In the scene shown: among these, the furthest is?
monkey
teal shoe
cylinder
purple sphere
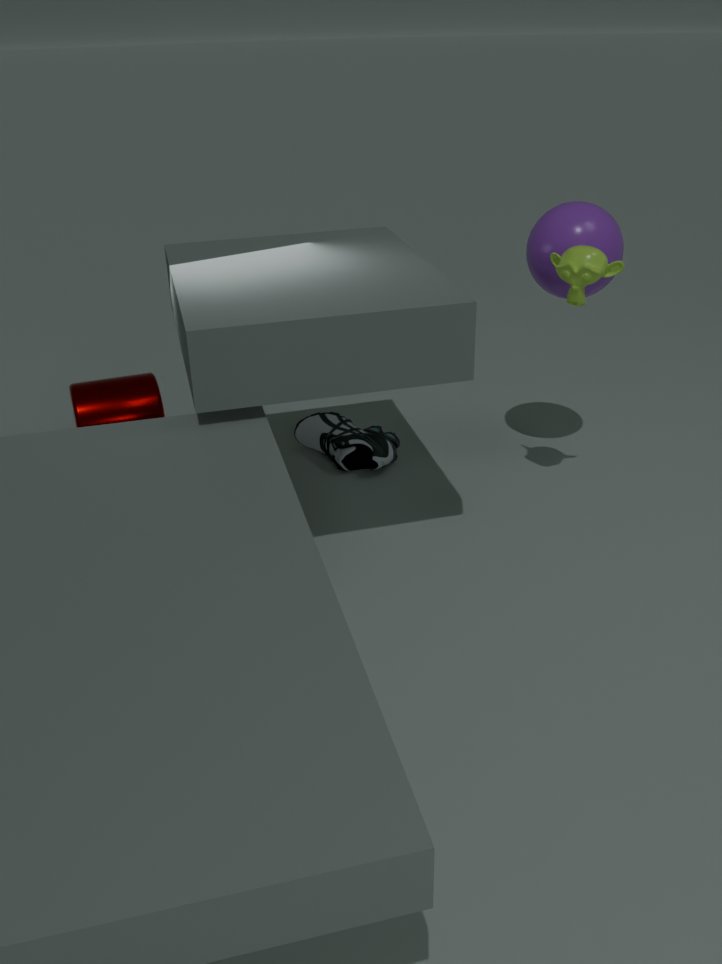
teal shoe
